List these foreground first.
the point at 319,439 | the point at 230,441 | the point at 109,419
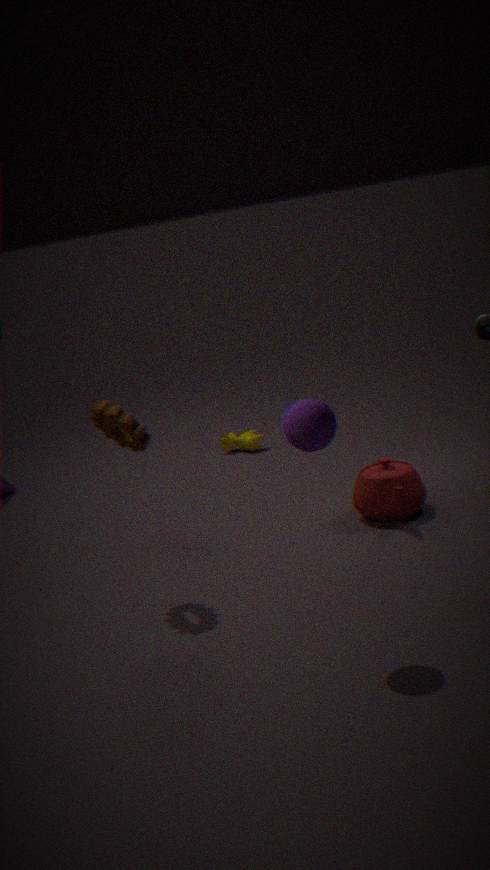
the point at 319,439 → the point at 109,419 → the point at 230,441
